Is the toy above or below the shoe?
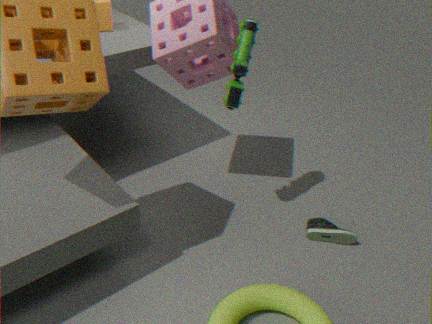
above
